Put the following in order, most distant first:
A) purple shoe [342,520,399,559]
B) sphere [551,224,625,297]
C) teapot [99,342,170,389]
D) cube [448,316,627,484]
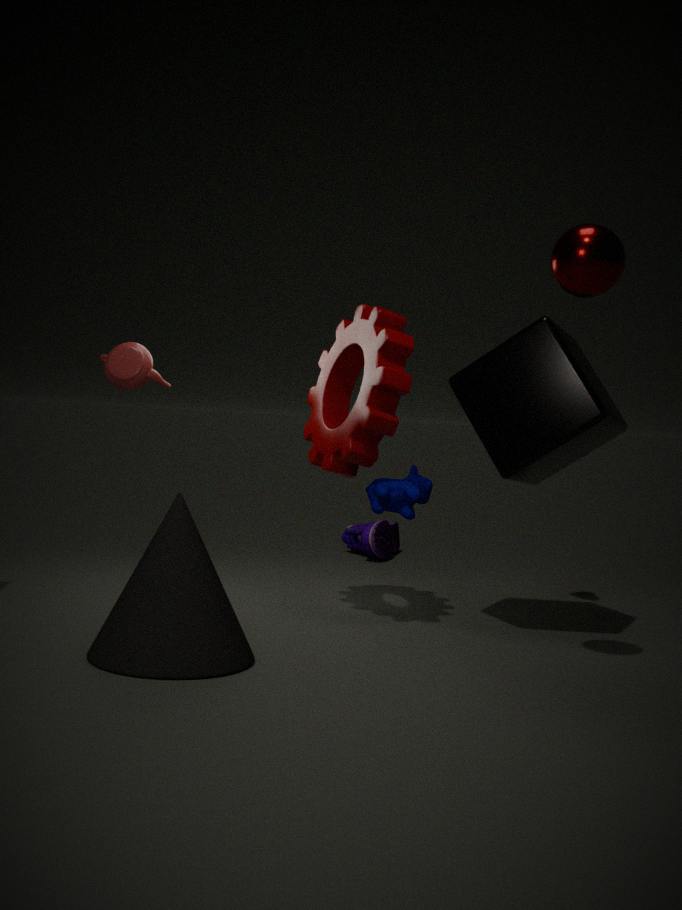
purple shoe [342,520,399,559], teapot [99,342,170,389], cube [448,316,627,484], sphere [551,224,625,297]
